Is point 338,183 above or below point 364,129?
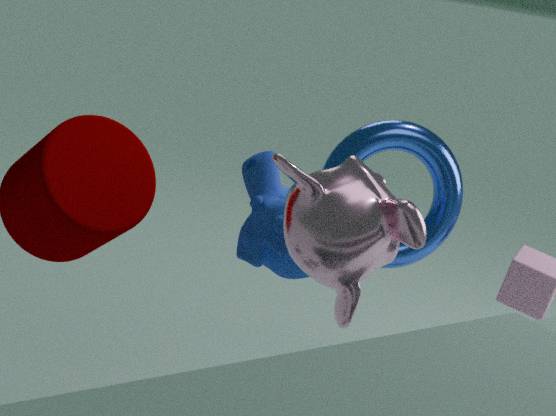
above
